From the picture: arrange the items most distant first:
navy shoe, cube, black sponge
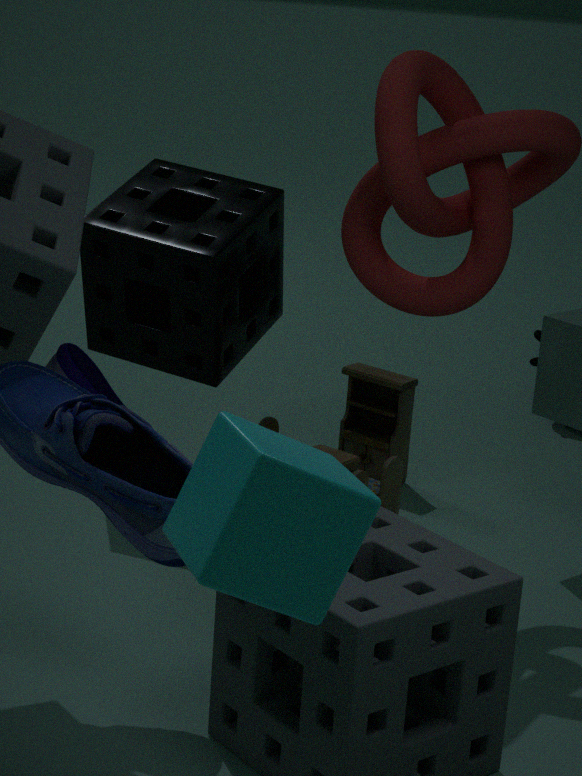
black sponge < navy shoe < cube
